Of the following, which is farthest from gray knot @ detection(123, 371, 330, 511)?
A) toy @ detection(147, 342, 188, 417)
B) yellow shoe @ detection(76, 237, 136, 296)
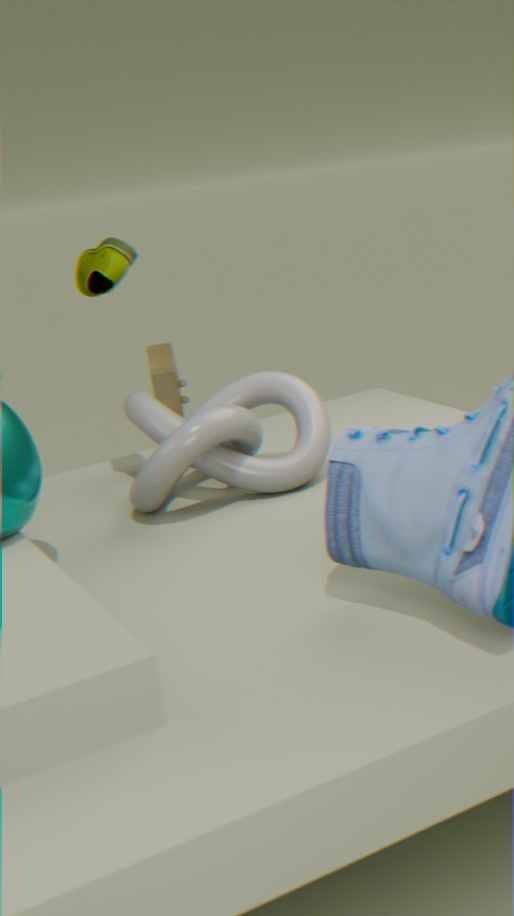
toy @ detection(147, 342, 188, 417)
